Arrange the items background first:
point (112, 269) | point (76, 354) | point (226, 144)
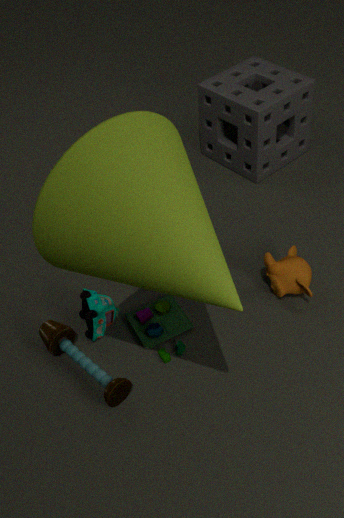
point (226, 144) → point (76, 354) → point (112, 269)
